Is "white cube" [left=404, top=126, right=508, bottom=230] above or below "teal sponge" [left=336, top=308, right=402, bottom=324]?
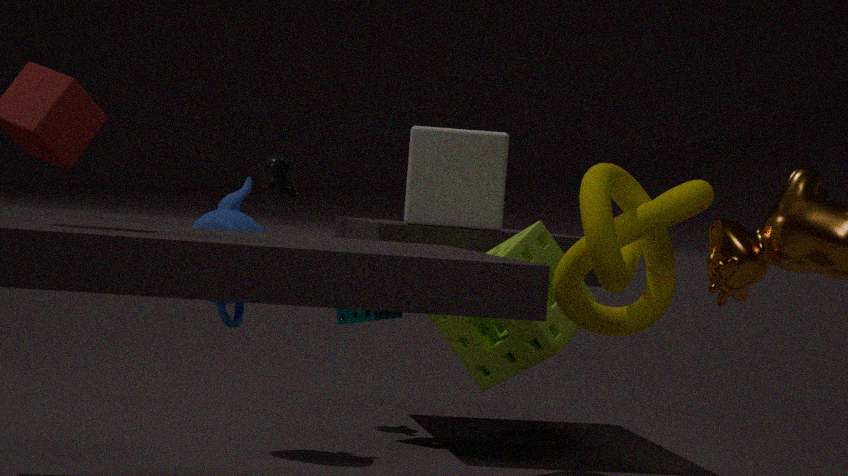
above
